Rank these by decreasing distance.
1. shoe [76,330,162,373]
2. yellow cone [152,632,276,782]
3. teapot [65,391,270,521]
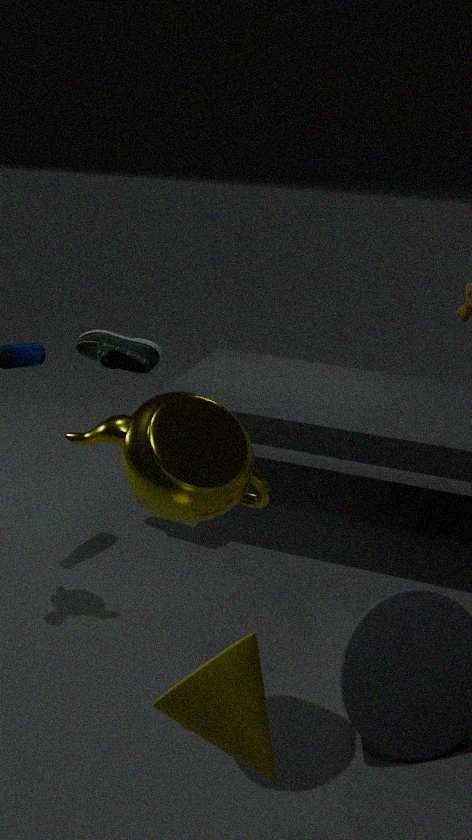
1. shoe [76,330,162,373]
2. teapot [65,391,270,521]
3. yellow cone [152,632,276,782]
